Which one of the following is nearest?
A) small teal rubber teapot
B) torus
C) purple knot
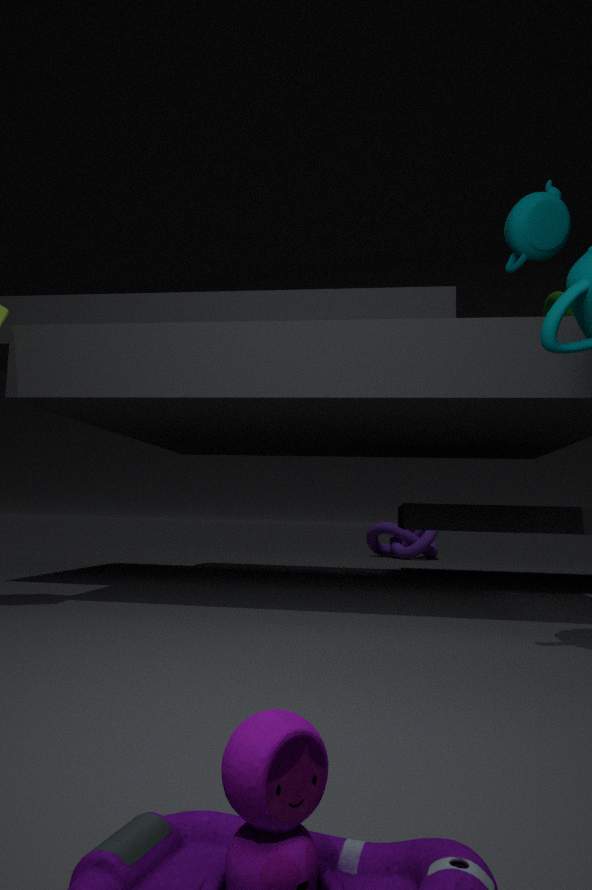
small teal rubber teapot
